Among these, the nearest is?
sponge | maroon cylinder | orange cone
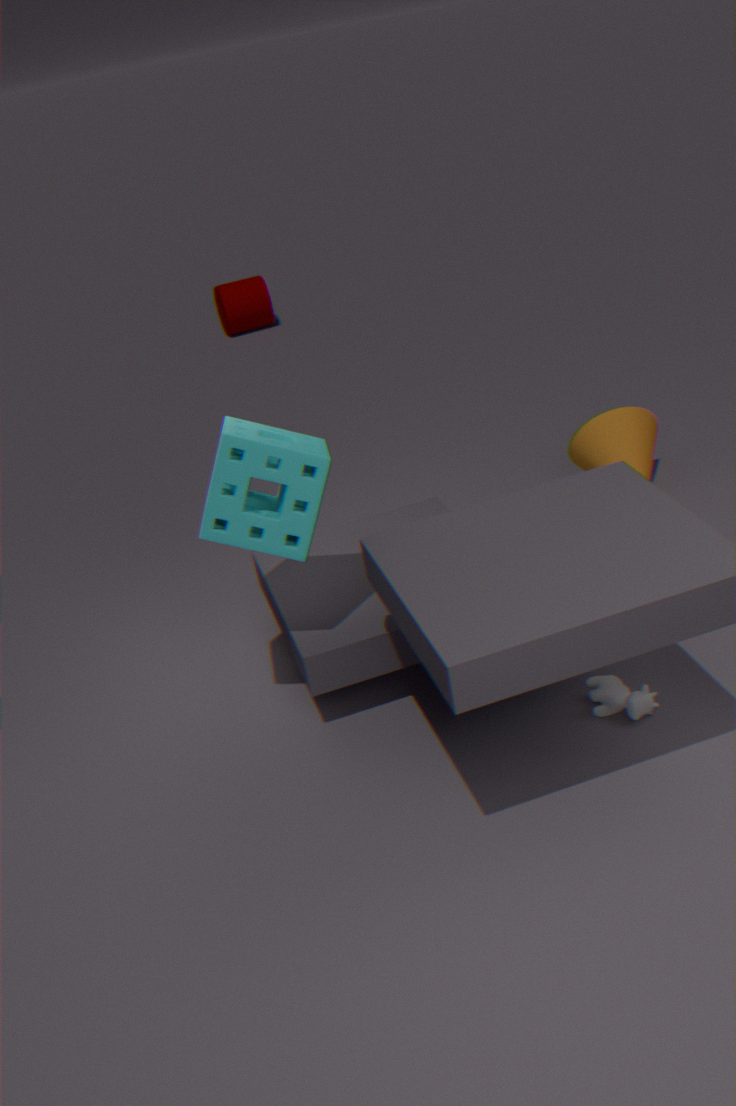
sponge
